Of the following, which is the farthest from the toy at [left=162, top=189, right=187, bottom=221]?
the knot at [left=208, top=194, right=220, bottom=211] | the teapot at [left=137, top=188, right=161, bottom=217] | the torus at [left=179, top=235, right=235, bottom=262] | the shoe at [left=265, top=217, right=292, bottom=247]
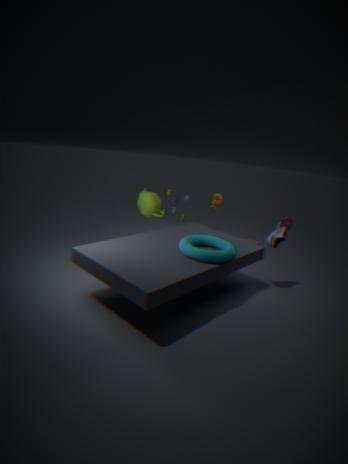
the shoe at [left=265, top=217, right=292, bottom=247]
